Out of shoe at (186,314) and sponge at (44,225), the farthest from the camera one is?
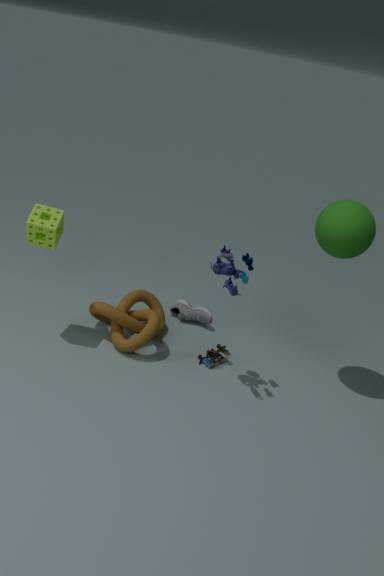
shoe at (186,314)
